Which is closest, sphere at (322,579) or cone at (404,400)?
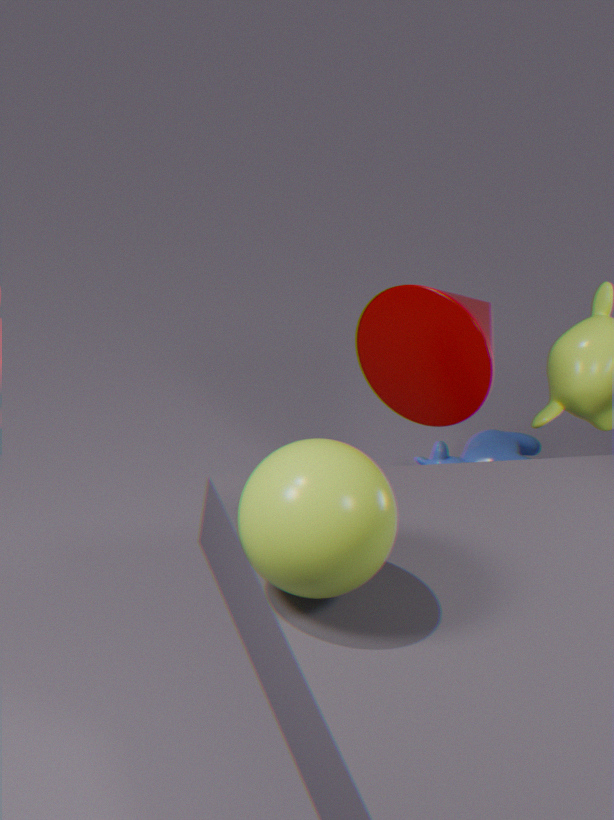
sphere at (322,579)
